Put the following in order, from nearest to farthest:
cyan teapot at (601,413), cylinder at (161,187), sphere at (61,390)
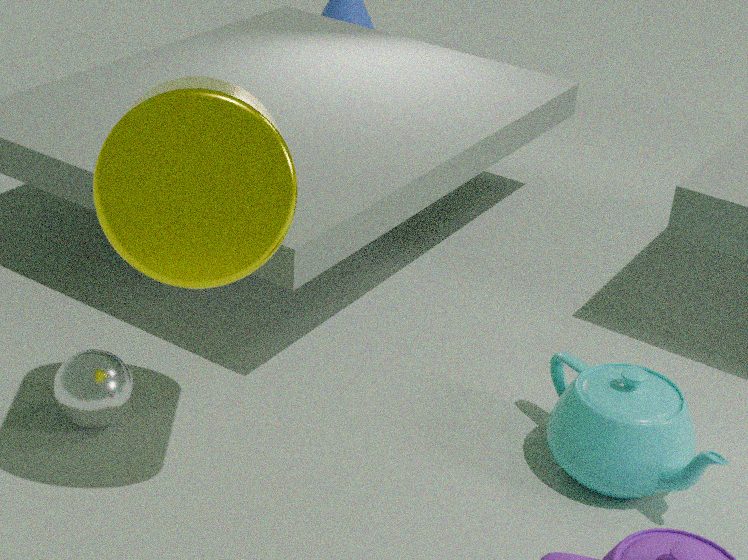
cylinder at (161,187) → cyan teapot at (601,413) → sphere at (61,390)
